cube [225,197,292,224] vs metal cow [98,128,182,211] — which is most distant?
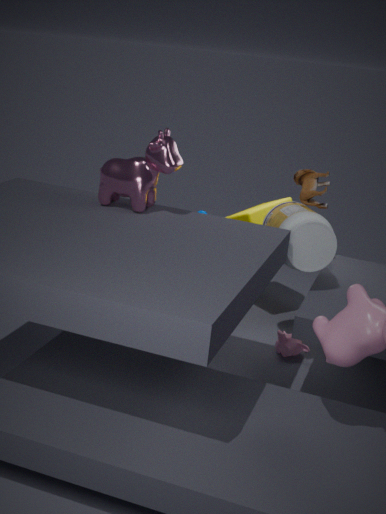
cube [225,197,292,224]
